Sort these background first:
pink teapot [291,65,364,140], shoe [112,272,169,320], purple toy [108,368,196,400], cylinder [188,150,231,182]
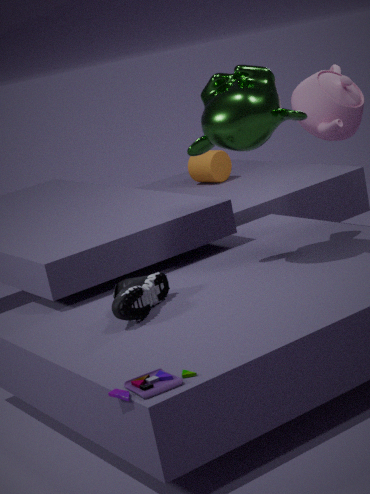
cylinder [188,150,231,182] < pink teapot [291,65,364,140] < shoe [112,272,169,320] < purple toy [108,368,196,400]
